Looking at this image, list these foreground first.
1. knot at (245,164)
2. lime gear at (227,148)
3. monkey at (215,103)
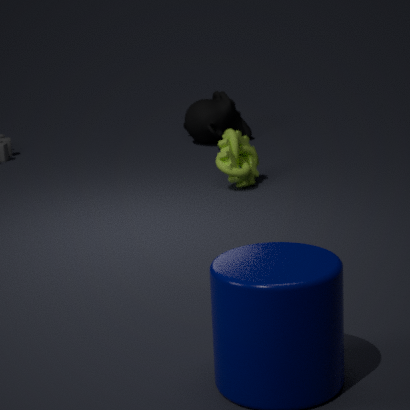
knot at (245,164)
lime gear at (227,148)
monkey at (215,103)
